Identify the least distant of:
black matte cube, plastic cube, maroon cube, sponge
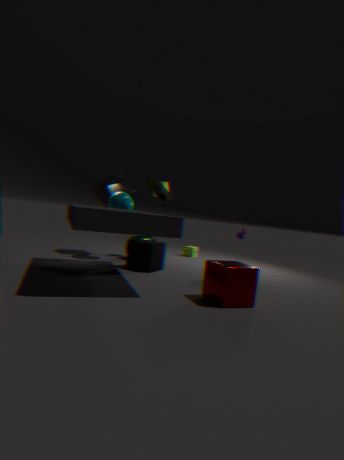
maroon cube
